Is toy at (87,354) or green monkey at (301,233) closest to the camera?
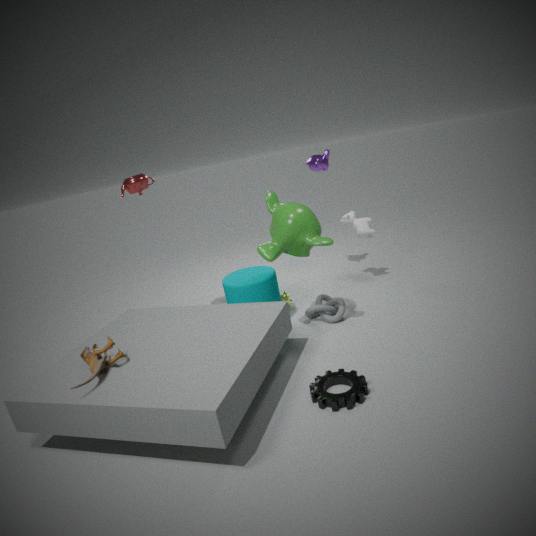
toy at (87,354)
